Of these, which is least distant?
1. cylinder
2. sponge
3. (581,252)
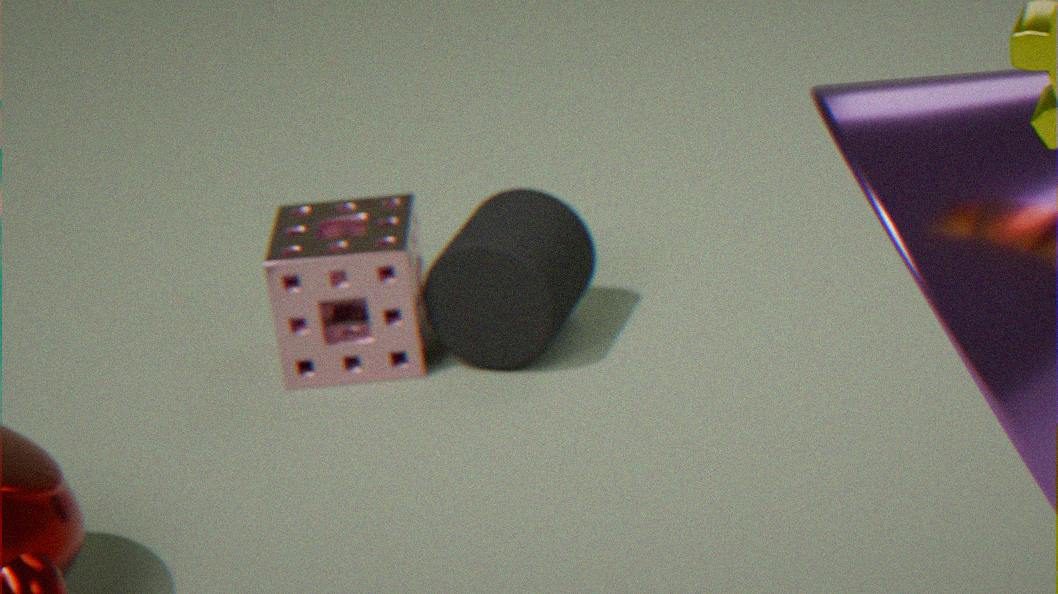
cylinder
